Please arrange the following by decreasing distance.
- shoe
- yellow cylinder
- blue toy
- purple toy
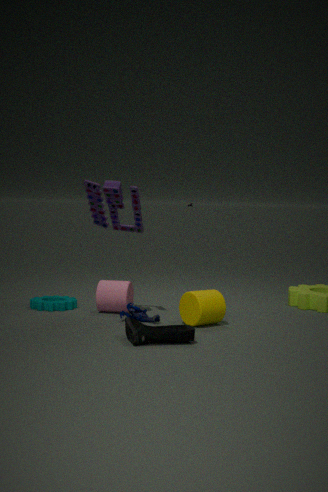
purple toy
blue toy
yellow cylinder
shoe
